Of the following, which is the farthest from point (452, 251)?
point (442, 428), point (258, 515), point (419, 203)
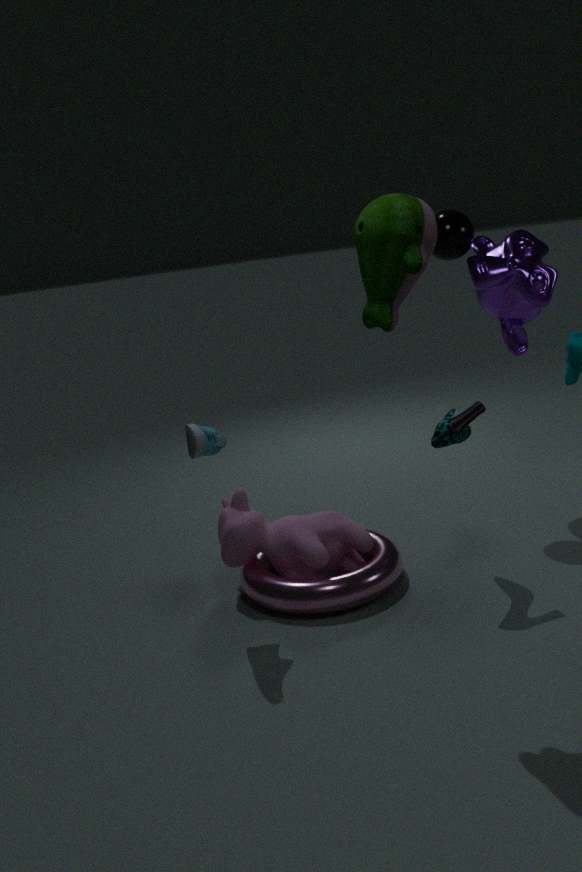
point (258, 515)
